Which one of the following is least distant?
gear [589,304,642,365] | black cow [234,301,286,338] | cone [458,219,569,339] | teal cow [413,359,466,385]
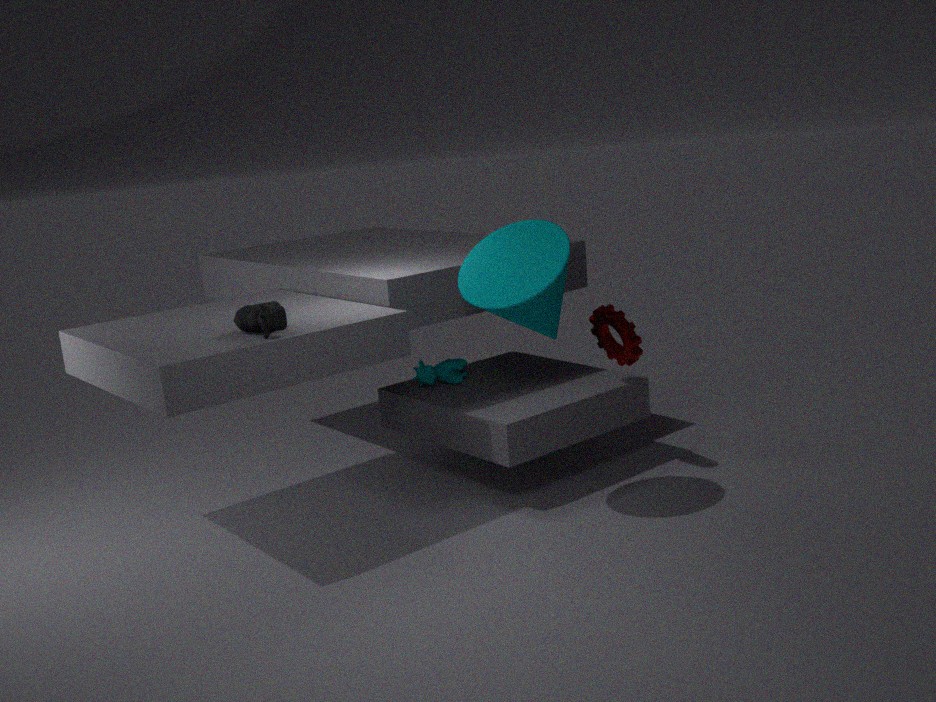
black cow [234,301,286,338]
